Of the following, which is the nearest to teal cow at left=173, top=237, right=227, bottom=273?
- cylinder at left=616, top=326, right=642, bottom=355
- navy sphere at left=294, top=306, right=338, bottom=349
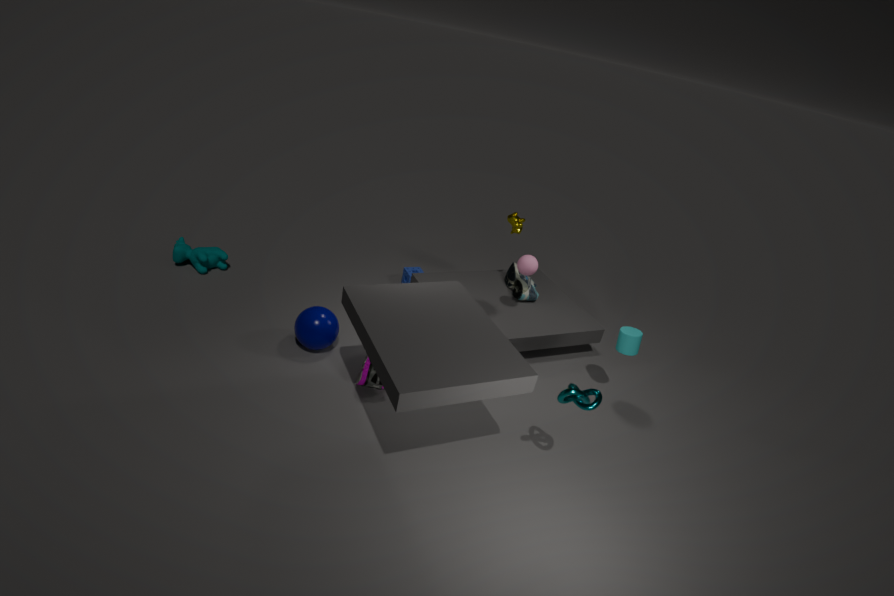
navy sphere at left=294, top=306, right=338, bottom=349
